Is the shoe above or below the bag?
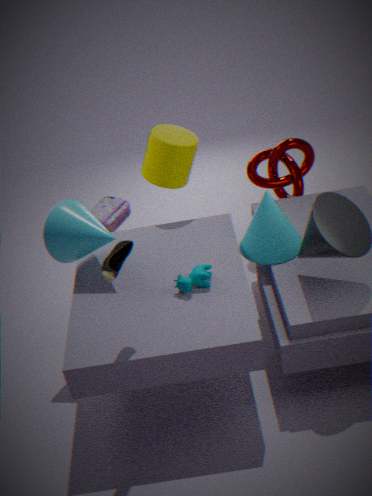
above
